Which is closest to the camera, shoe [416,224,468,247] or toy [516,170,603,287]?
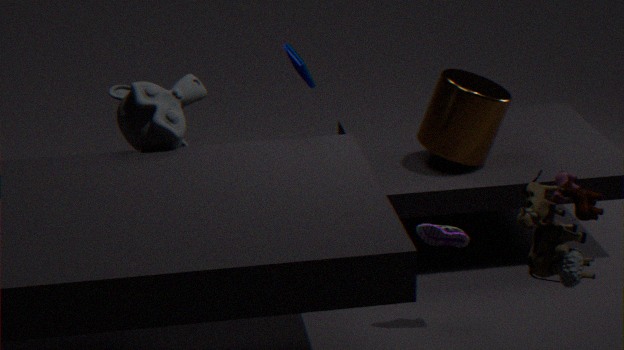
toy [516,170,603,287]
